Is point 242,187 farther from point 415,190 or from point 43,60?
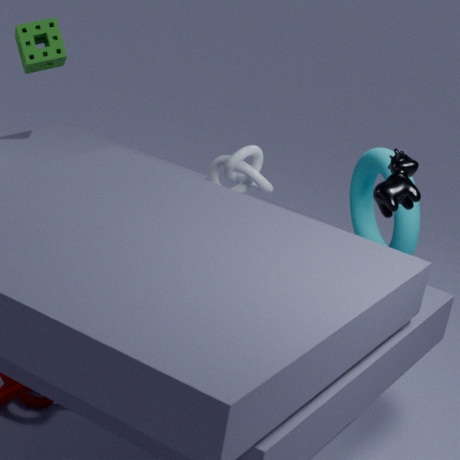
point 43,60
